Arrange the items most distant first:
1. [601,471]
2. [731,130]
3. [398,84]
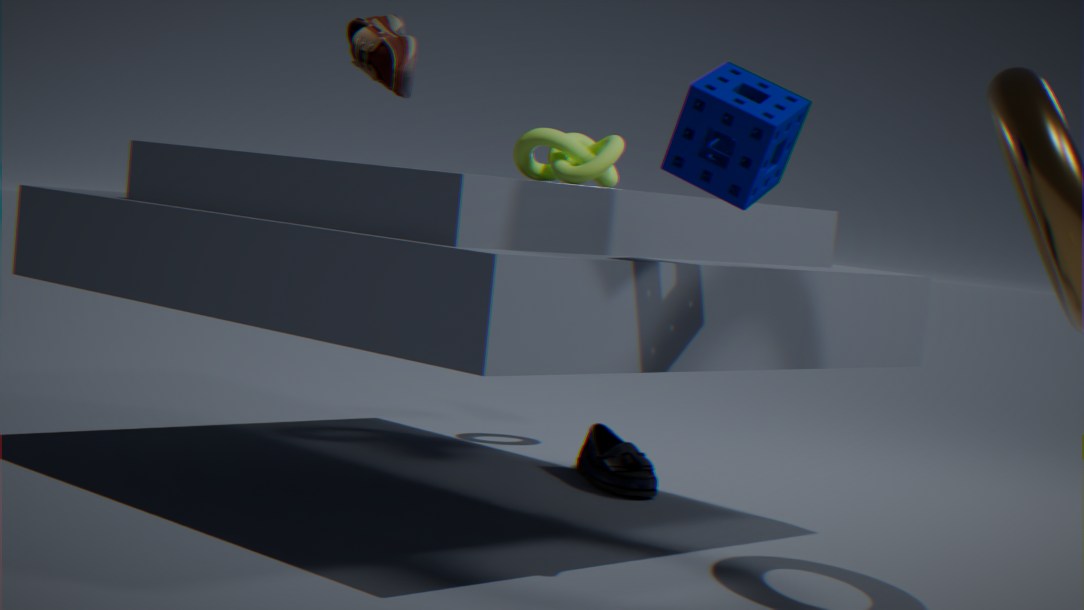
[601,471] → [398,84] → [731,130]
